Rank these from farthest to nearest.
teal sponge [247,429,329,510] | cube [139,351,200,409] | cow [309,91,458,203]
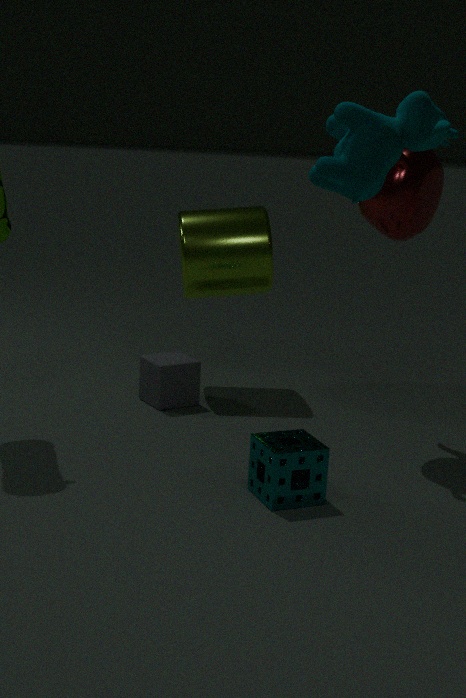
cube [139,351,200,409] → teal sponge [247,429,329,510] → cow [309,91,458,203]
